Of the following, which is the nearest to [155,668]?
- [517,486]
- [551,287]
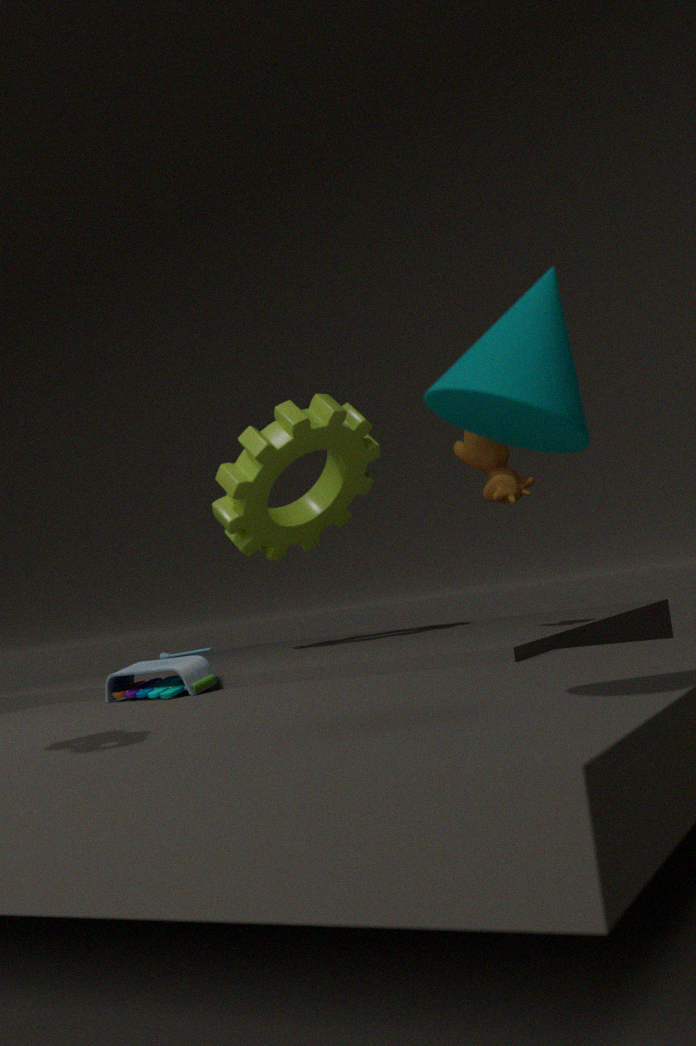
[517,486]
